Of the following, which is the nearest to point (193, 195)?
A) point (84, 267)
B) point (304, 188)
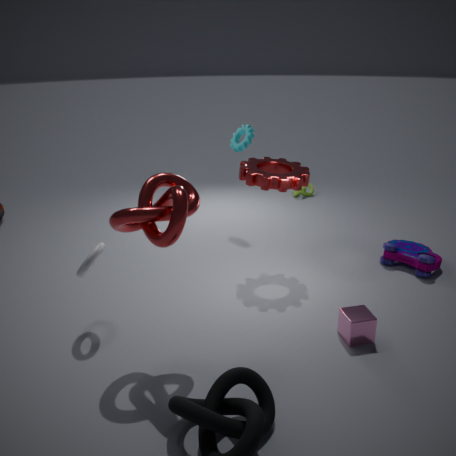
point (84, 267)
